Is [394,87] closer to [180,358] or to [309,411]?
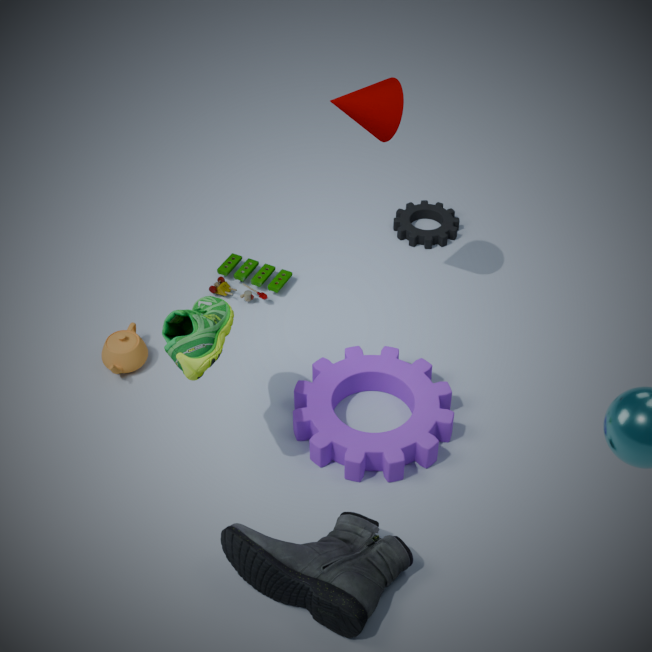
[180,358]
